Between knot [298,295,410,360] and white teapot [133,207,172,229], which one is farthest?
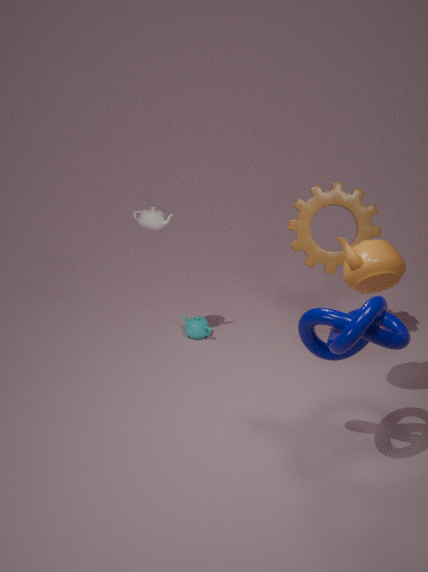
white teapot [133,207,172,229]
